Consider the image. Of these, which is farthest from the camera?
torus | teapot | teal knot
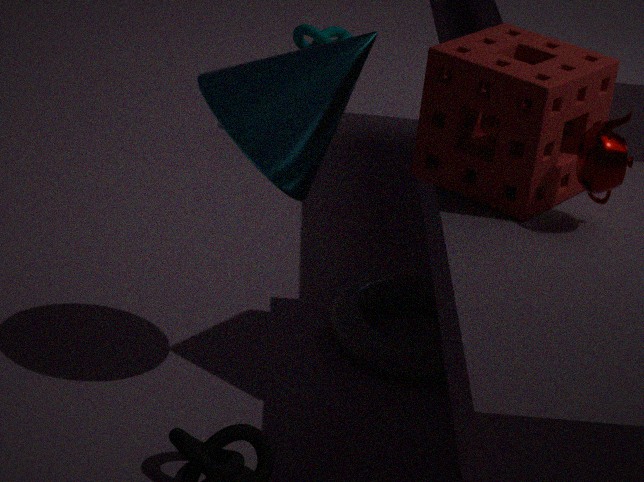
teal knot
